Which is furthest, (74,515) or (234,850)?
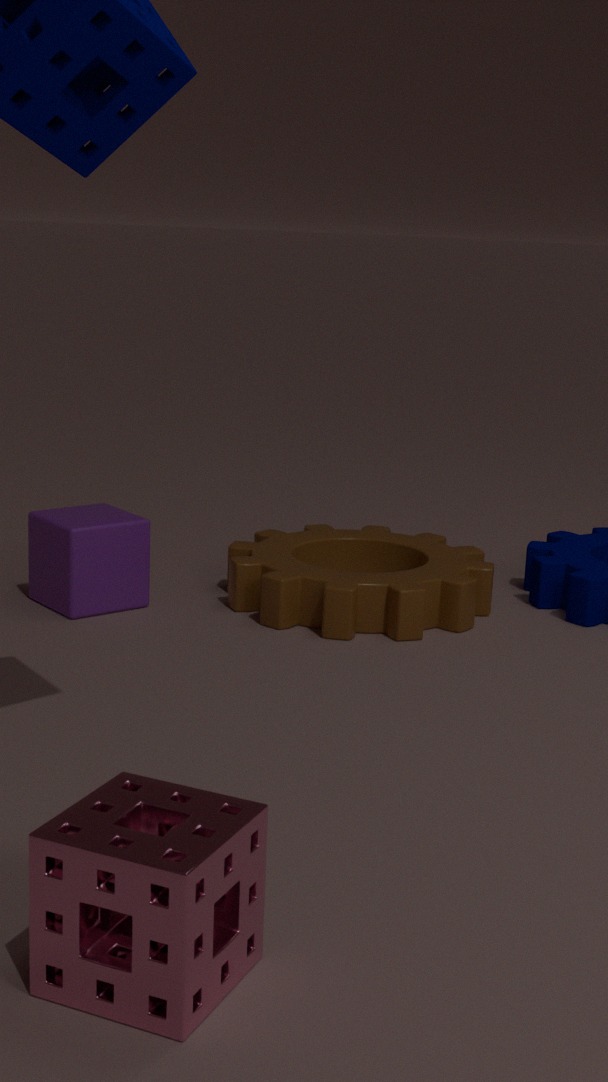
(74,515)
